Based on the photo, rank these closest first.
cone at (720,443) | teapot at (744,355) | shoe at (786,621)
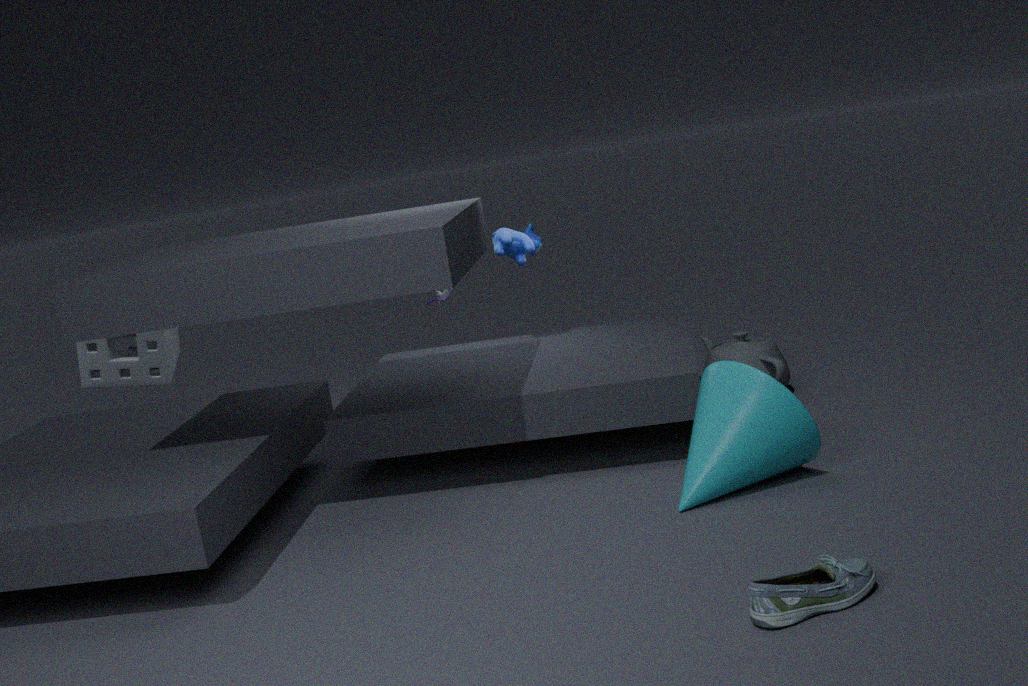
shoe at (786,621) → cone at (720,443) → teapot at (744,355)
